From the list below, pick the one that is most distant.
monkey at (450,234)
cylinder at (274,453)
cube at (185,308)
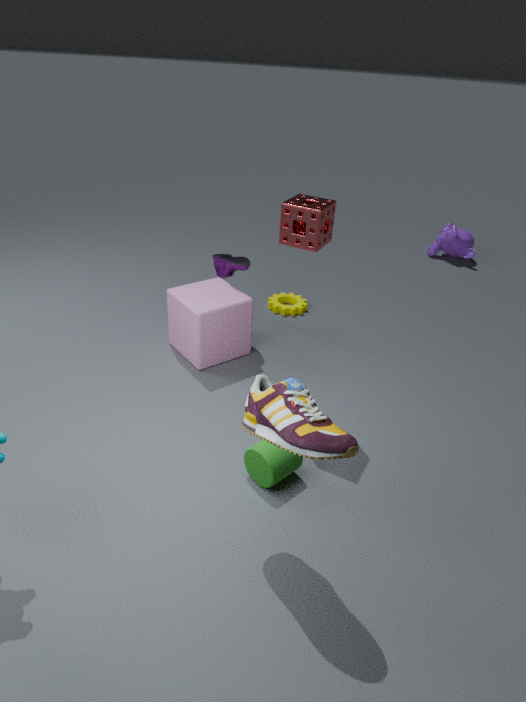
monkey at (450,234)
